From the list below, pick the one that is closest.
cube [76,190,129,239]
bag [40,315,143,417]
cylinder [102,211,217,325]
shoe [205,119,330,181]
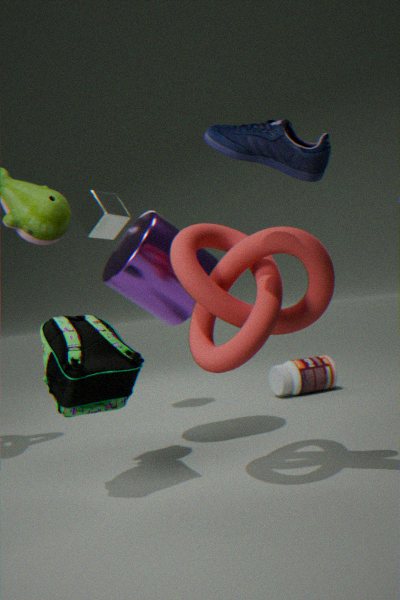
shoe [205,119,330,181]
